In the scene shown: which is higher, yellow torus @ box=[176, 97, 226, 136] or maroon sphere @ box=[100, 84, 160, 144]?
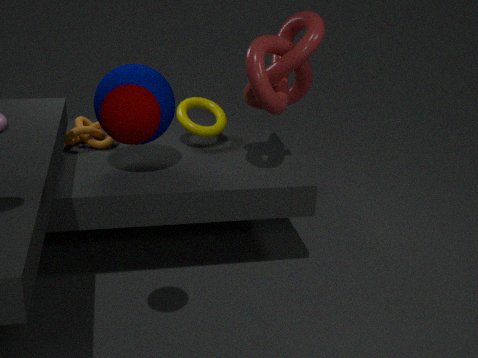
maroon sphere @ box=[100, 84, 160, 144]
